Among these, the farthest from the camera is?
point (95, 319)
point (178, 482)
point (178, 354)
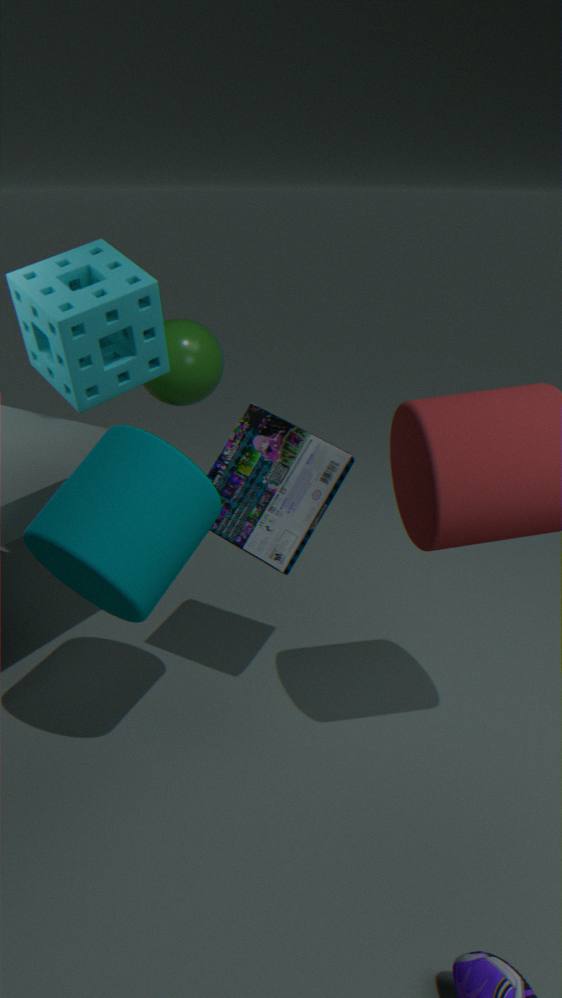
point (178, 354)
